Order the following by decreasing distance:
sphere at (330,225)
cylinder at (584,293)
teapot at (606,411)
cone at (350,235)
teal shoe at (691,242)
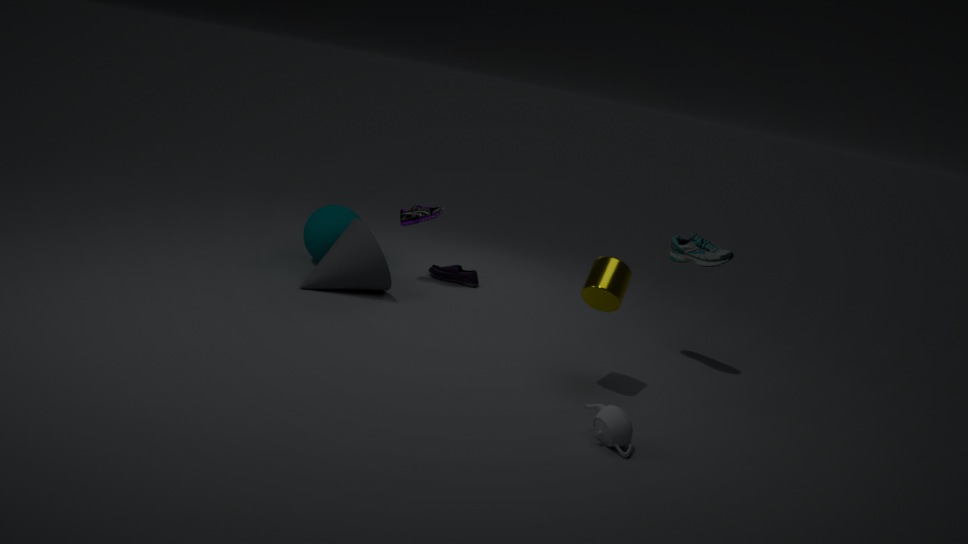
sphere at (330,225) < cone at (350,235) < teal shoe at (691,242) < cylinder at (584,293) < teapot at (606,411)
